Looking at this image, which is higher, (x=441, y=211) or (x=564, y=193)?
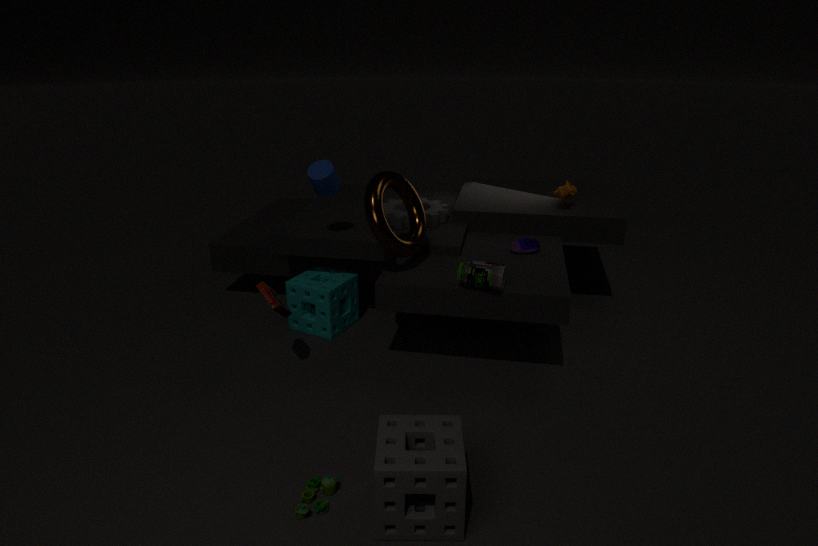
(x=564, y=193)
